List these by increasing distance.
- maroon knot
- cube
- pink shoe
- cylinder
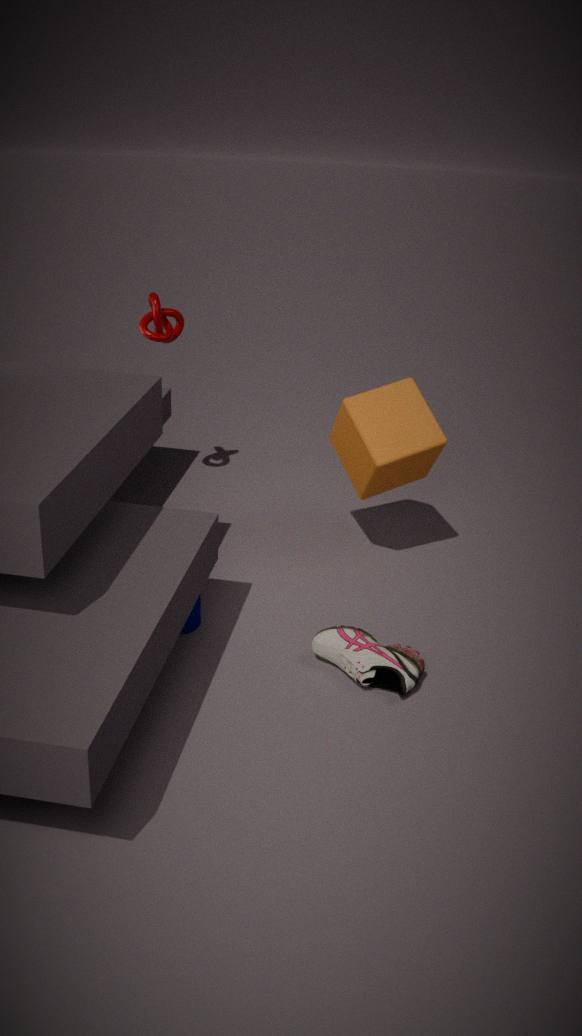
pink shoe < cylinder < cube < maroon knot
